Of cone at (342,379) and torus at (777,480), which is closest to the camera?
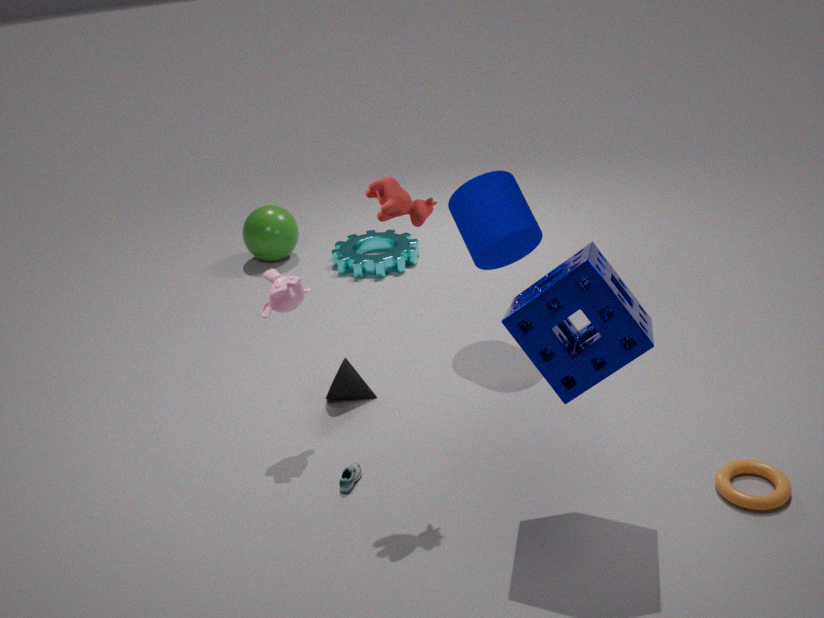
torus at (777,480)
